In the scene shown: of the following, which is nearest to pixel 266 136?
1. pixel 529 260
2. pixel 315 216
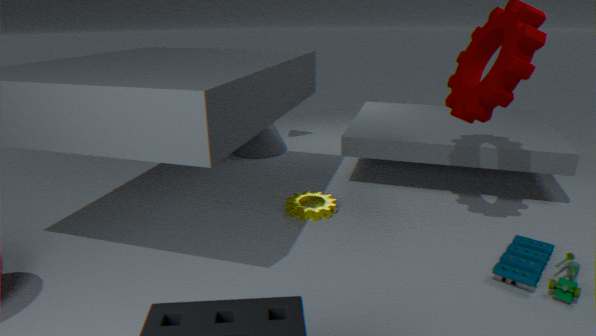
pixel 315 216
